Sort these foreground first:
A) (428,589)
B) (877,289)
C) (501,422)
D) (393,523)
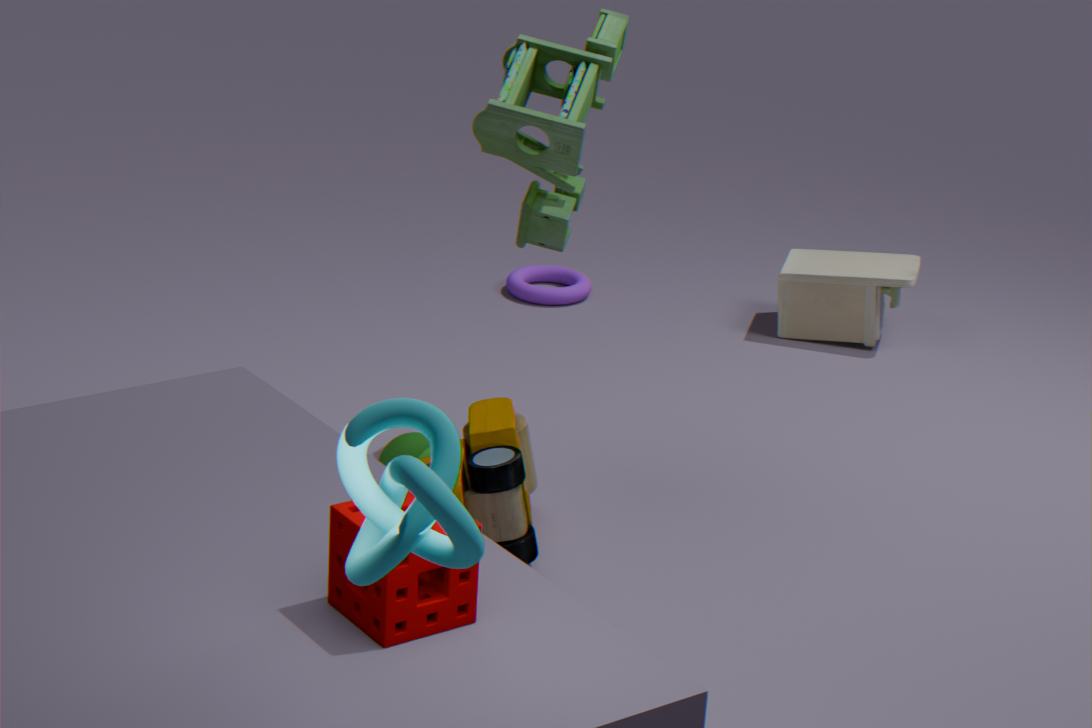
(393,523) → (428,589) → (501,422) → (877,289)
